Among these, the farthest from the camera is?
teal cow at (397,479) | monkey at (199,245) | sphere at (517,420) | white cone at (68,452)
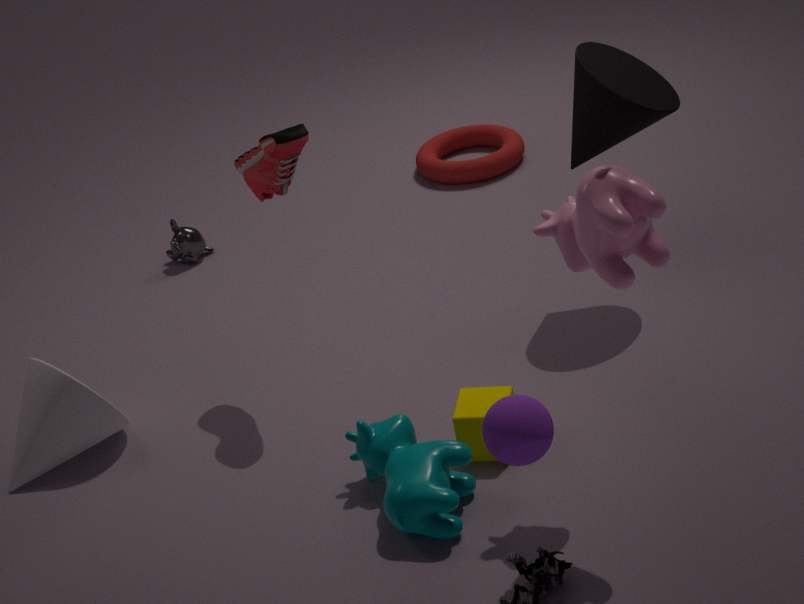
monkey at (199,245)
